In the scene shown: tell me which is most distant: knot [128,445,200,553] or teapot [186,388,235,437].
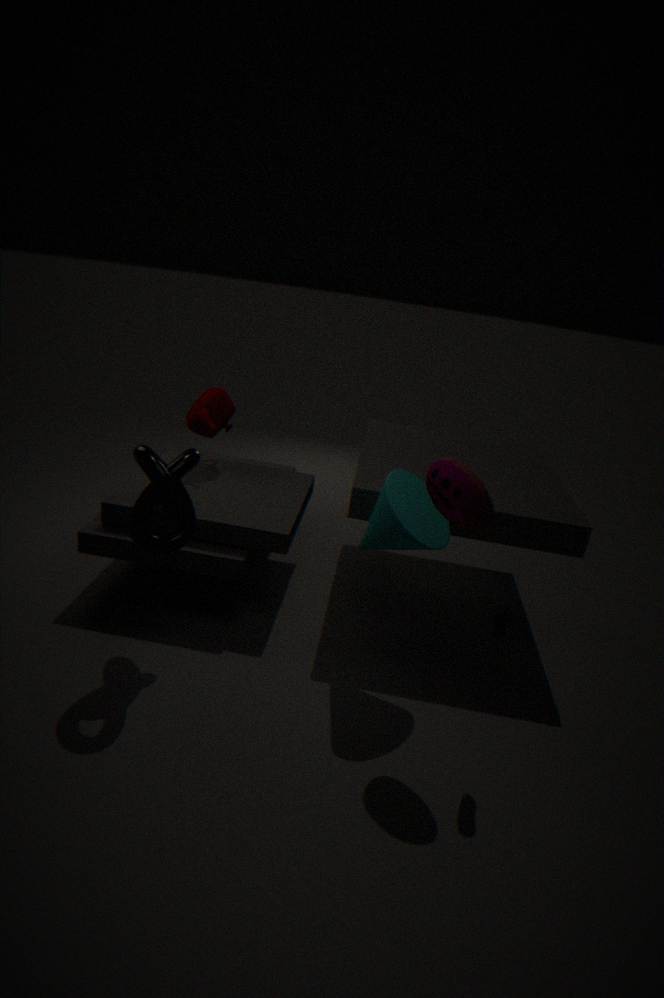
teapot [186,388,235,437]
